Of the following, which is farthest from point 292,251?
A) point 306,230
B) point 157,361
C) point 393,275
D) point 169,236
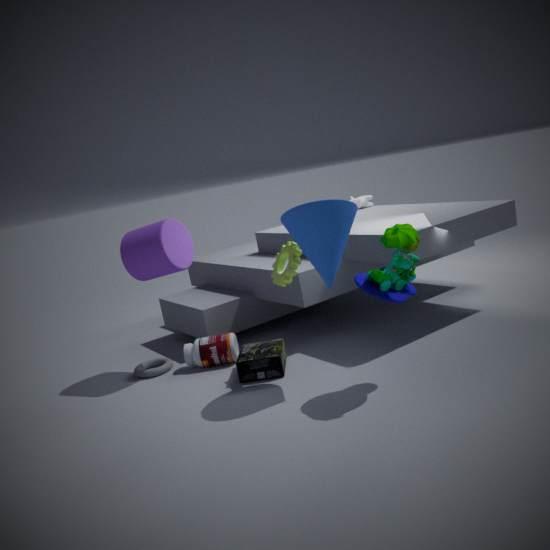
point 157,361
